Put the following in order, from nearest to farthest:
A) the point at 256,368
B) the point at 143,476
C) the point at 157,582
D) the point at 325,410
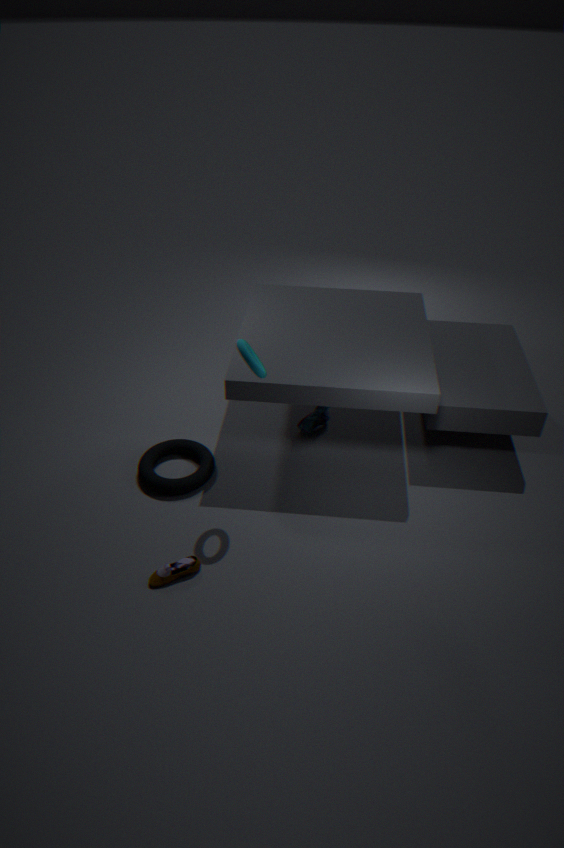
the point at 256,368 < the point at 157,582 < the point at 143,476 < the point at 325,410
